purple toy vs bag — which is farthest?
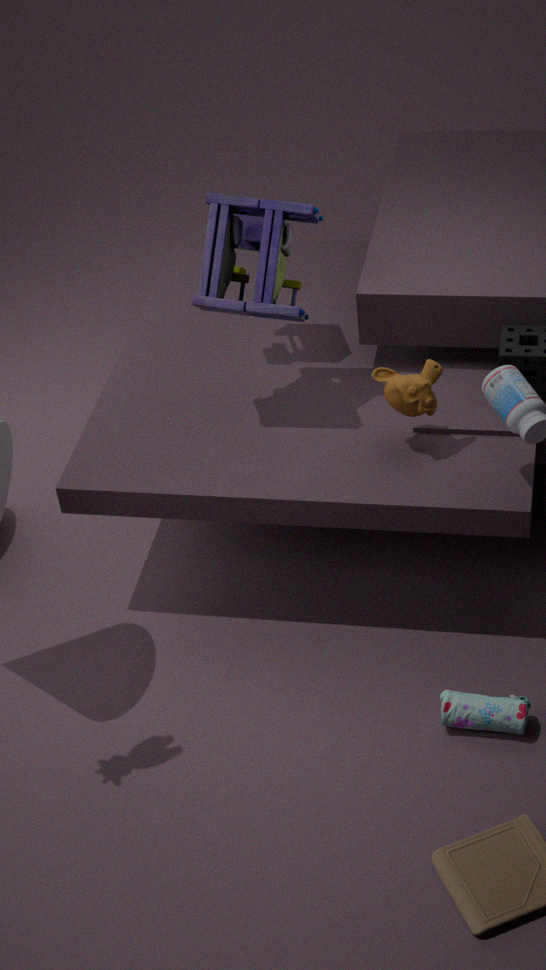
purple toy
